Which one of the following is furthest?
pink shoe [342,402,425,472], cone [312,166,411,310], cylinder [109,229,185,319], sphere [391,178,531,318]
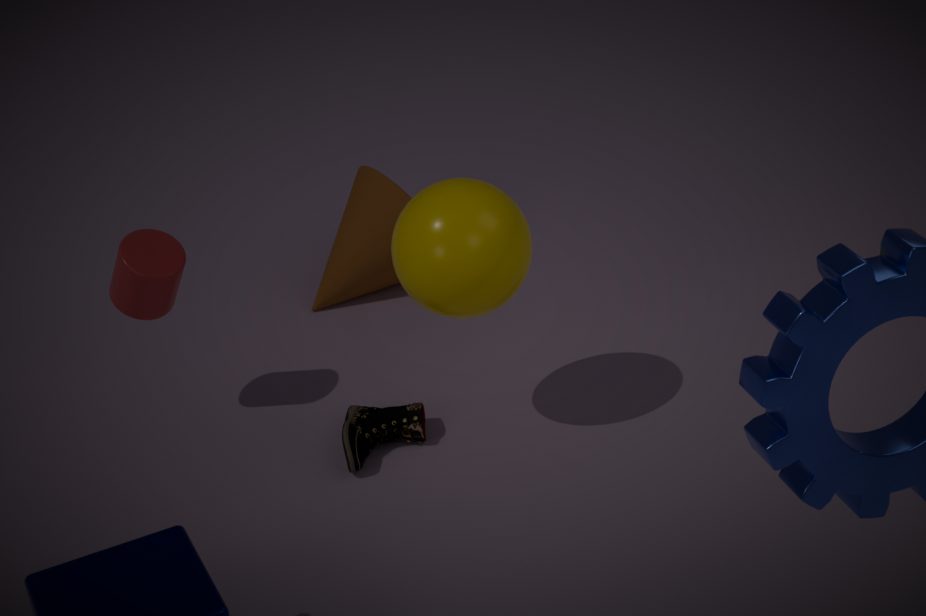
cone [312,166,411,310]
